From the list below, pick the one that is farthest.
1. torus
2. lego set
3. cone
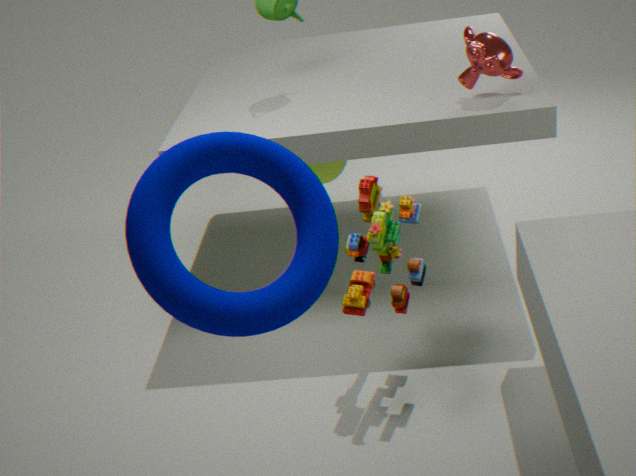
cone
